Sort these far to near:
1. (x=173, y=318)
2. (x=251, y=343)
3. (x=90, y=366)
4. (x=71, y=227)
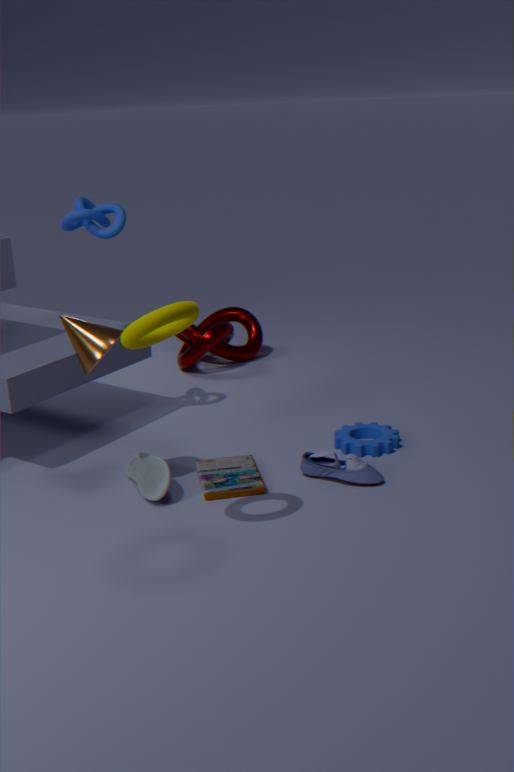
(x=251, y=343), (x=71, y=227), (x=90, y=366), (x=173, y=318)
